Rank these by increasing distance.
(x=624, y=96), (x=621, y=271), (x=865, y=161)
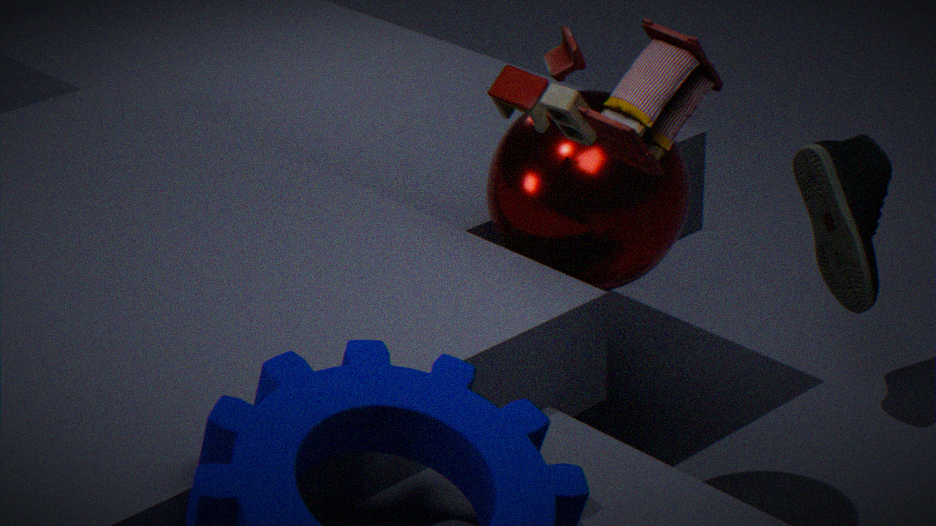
(x=624, y=96)
(x=621, y=271)
(x=865, y=161)
